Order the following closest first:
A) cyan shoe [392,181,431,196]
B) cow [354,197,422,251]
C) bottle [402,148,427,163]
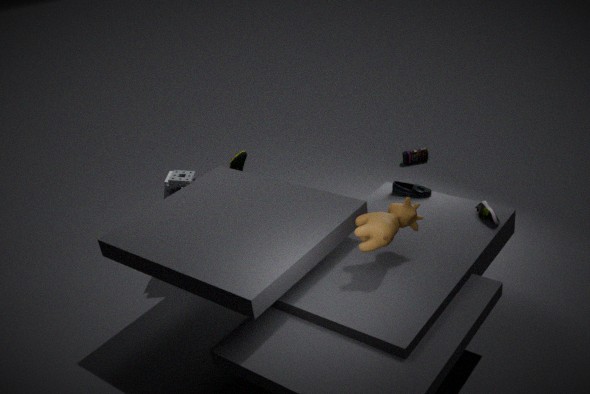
cow [354,197,422,251] < cyan shoe [392,181,431,196] < bottle [402,148,427,163]
